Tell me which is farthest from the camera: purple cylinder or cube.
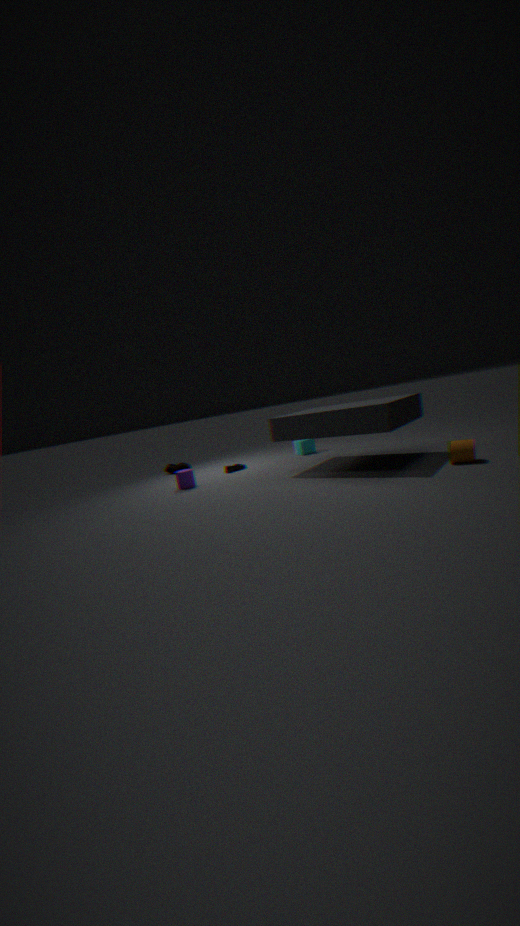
cube
